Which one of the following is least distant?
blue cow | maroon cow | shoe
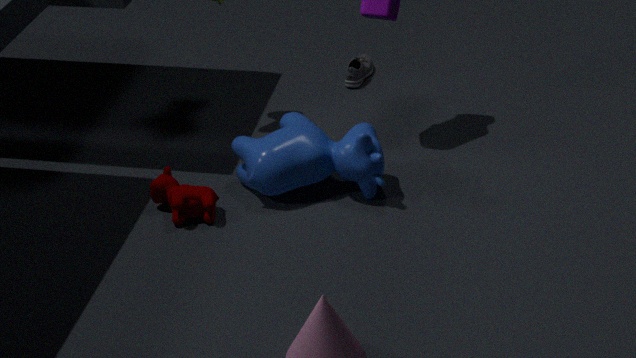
maroon cow
